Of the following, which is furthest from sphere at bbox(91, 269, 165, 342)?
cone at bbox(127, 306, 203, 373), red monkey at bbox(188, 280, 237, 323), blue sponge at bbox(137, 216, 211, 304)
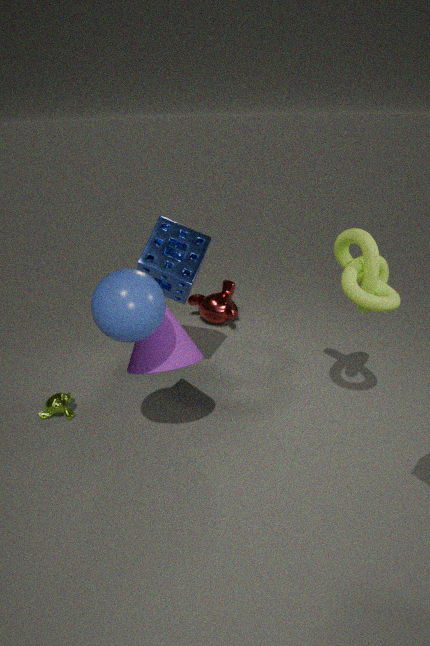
red monkey at bbox(188, 280, 237, 323)
